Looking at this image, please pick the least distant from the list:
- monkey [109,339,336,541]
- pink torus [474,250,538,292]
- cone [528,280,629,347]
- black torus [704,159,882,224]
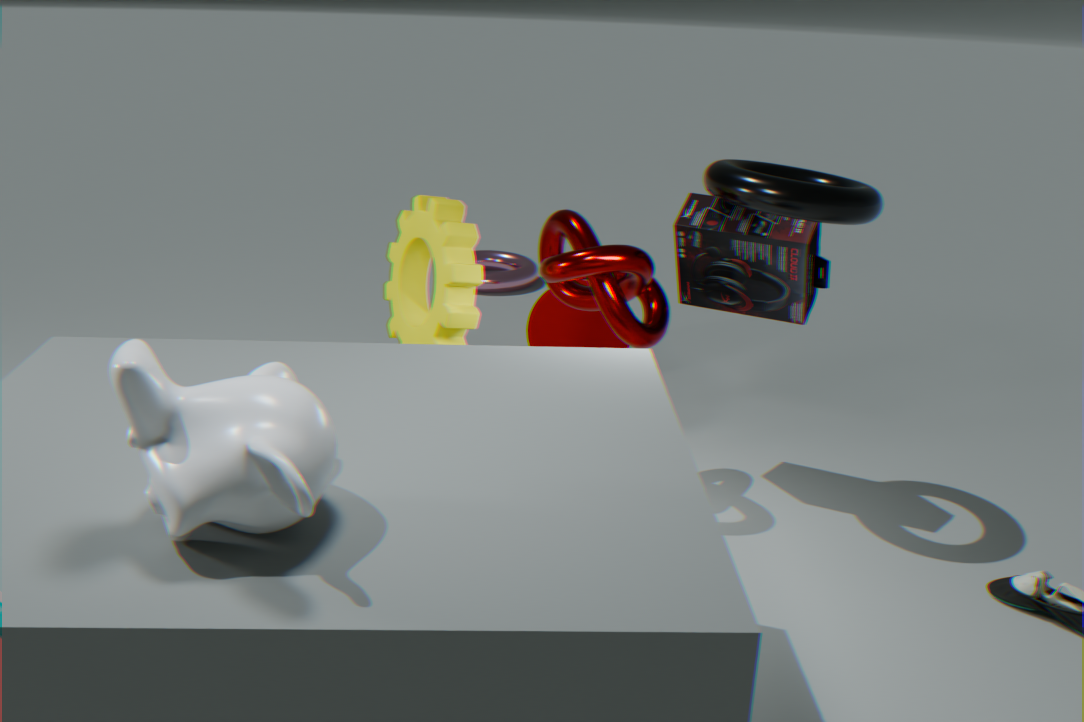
monkey [109,339,336,541]
